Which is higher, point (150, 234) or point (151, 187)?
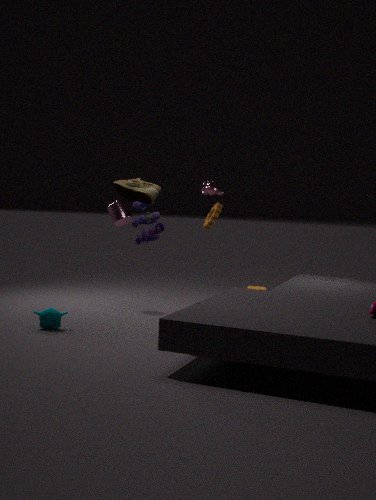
point (151, 187)
